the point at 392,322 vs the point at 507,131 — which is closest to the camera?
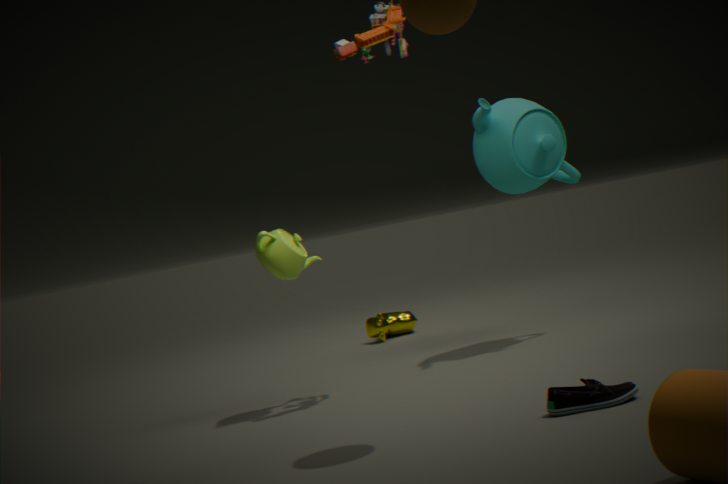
the point at 507,131
